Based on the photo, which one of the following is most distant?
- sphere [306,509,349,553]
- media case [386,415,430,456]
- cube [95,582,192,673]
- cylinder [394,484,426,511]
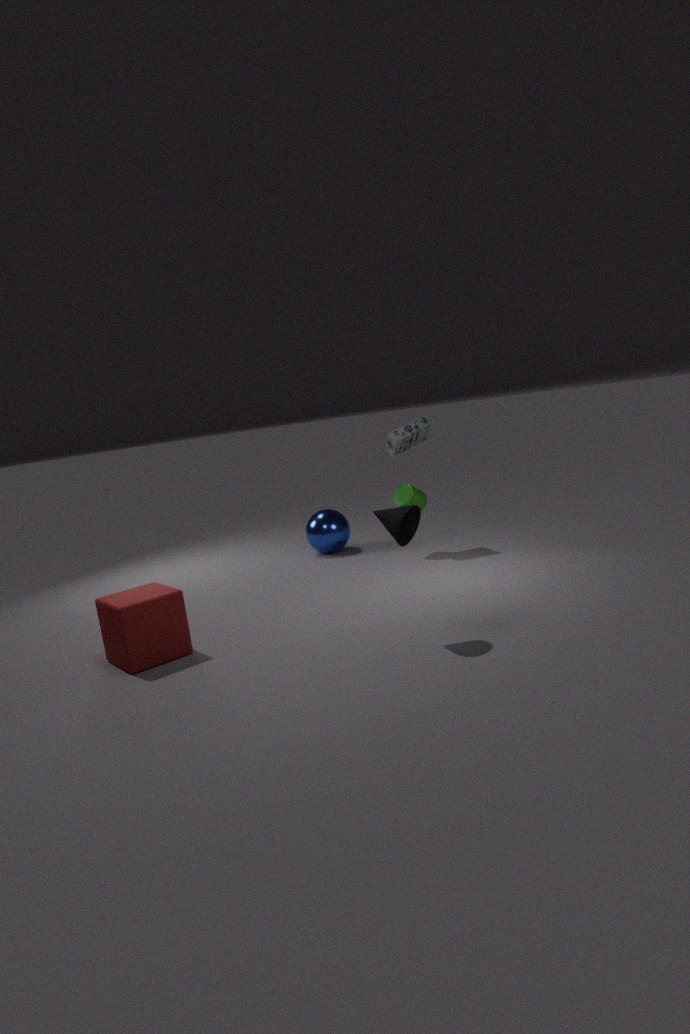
sphere [306,509,349,553]
